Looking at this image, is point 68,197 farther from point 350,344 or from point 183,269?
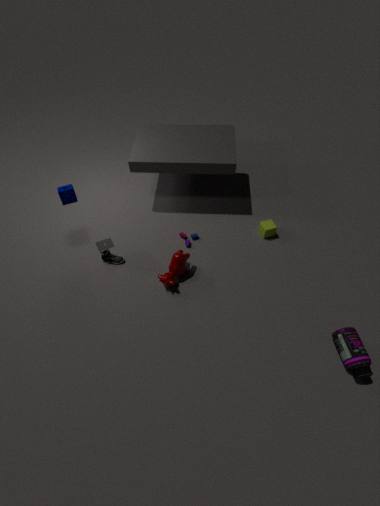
point 350,344
